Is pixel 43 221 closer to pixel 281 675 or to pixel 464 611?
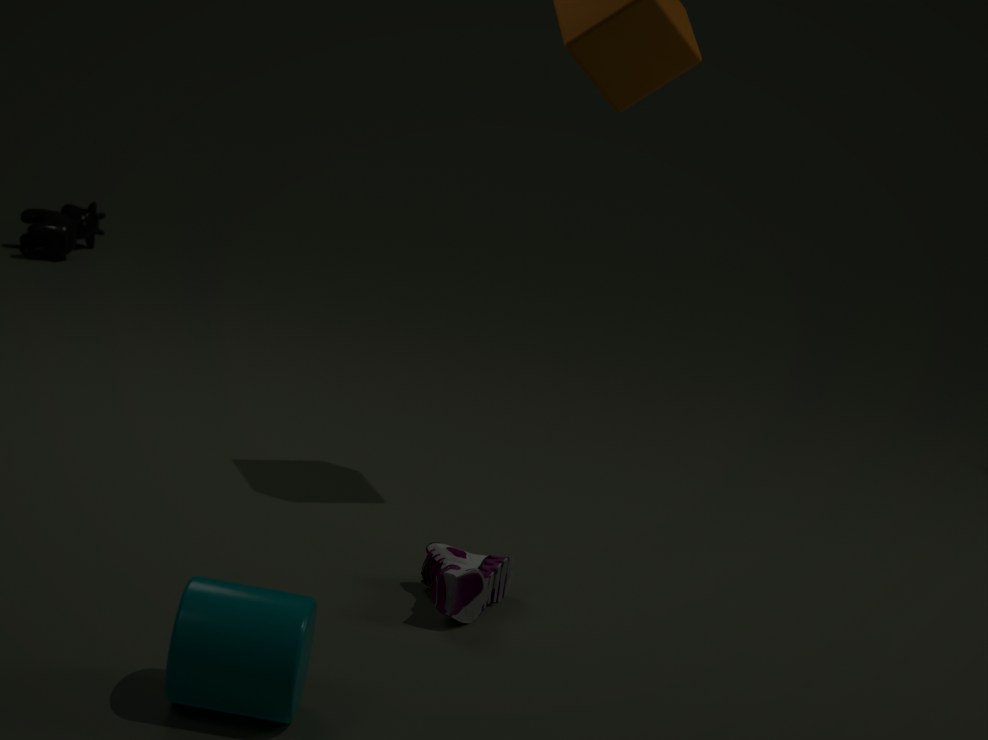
pixel 464 611
